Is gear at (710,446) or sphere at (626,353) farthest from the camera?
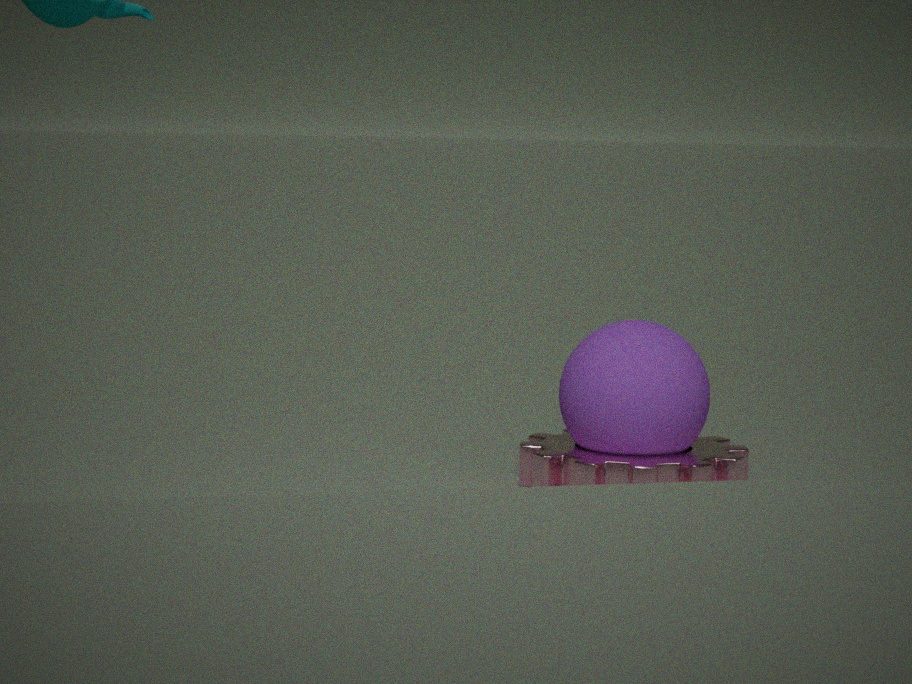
sphere at (626,353)
